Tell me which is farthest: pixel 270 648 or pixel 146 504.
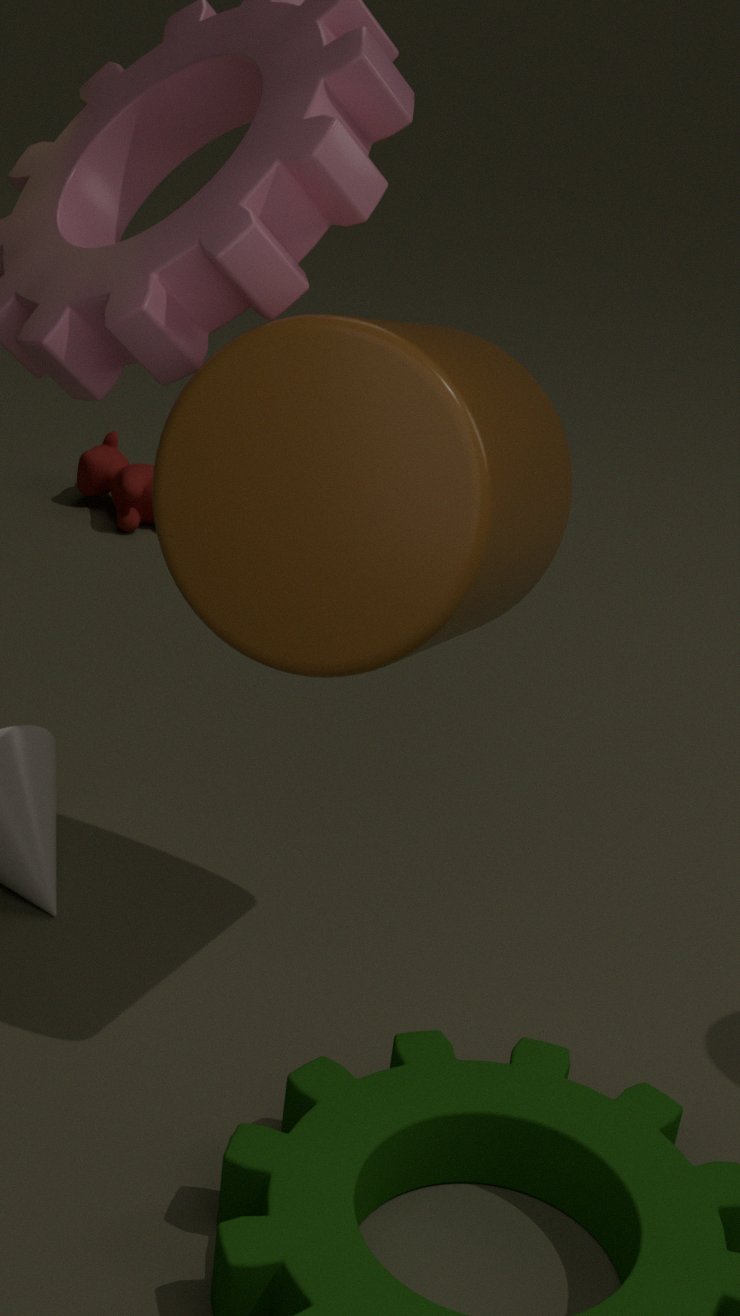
pixel 146 504
